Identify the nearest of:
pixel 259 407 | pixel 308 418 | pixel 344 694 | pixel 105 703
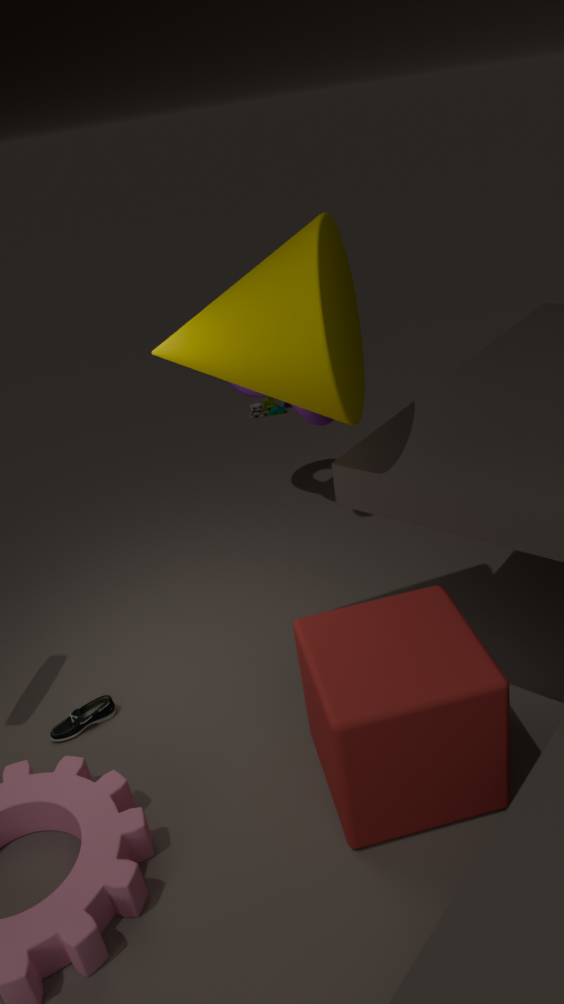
pixel 344 694
